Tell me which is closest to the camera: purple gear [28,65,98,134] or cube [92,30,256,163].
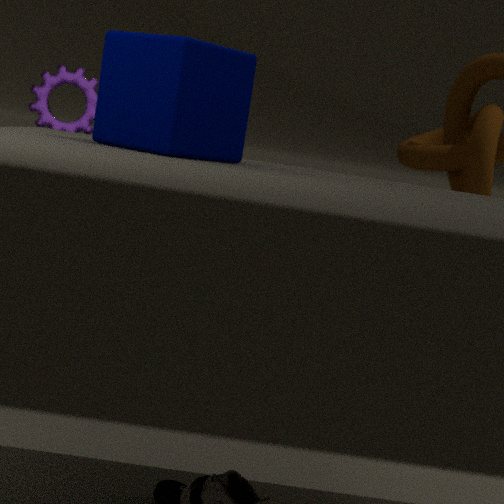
cube [92,30,256,163]
